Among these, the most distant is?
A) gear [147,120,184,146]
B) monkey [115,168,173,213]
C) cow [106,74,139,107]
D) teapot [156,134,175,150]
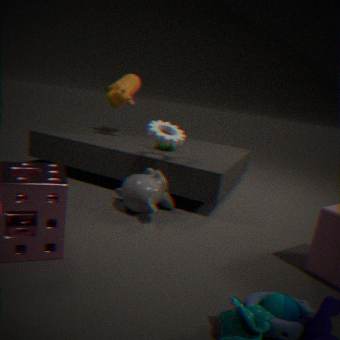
cow [106,74,139,107]
